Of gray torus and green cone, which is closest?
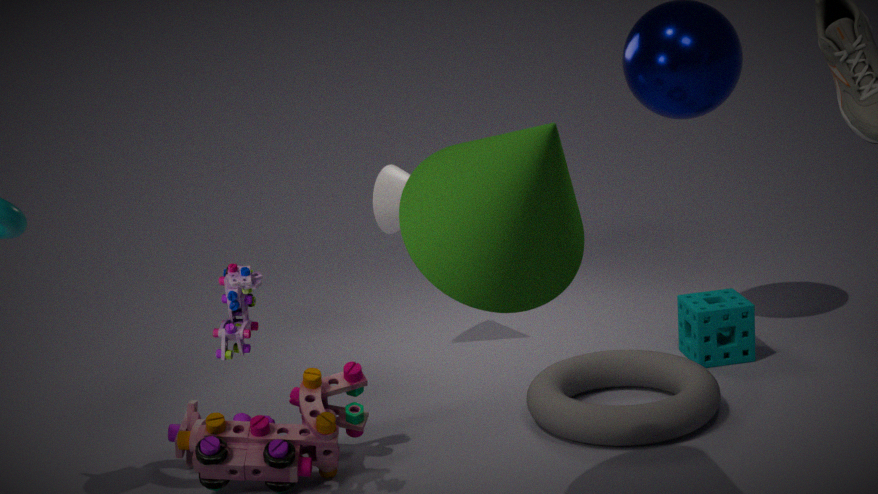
green cone
